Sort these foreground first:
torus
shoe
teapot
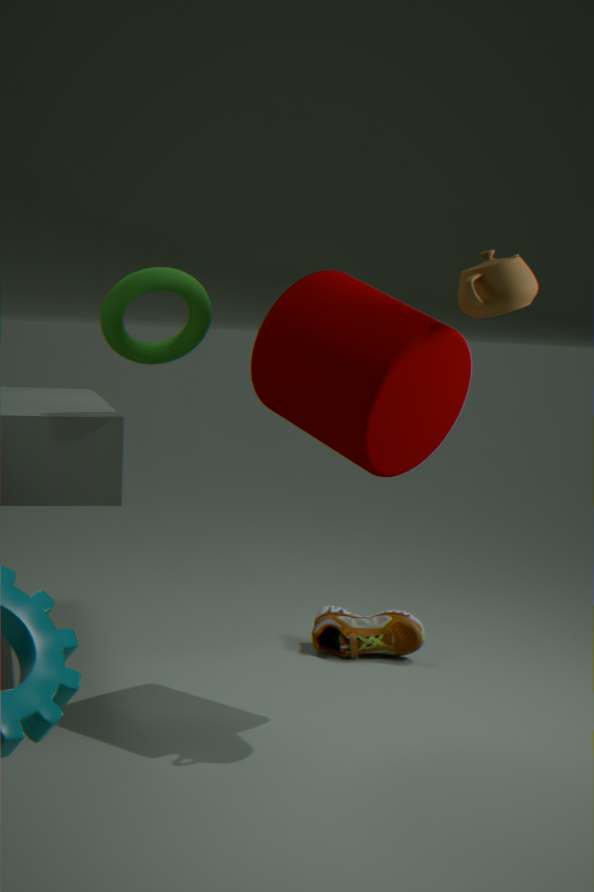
teapot < torus < shoe
